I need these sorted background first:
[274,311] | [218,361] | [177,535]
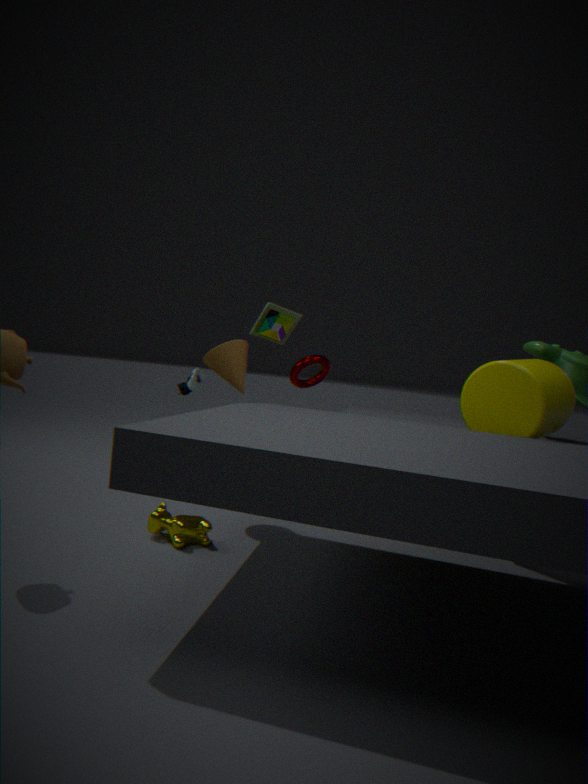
[274,311] → [218,361] → [177,535]
